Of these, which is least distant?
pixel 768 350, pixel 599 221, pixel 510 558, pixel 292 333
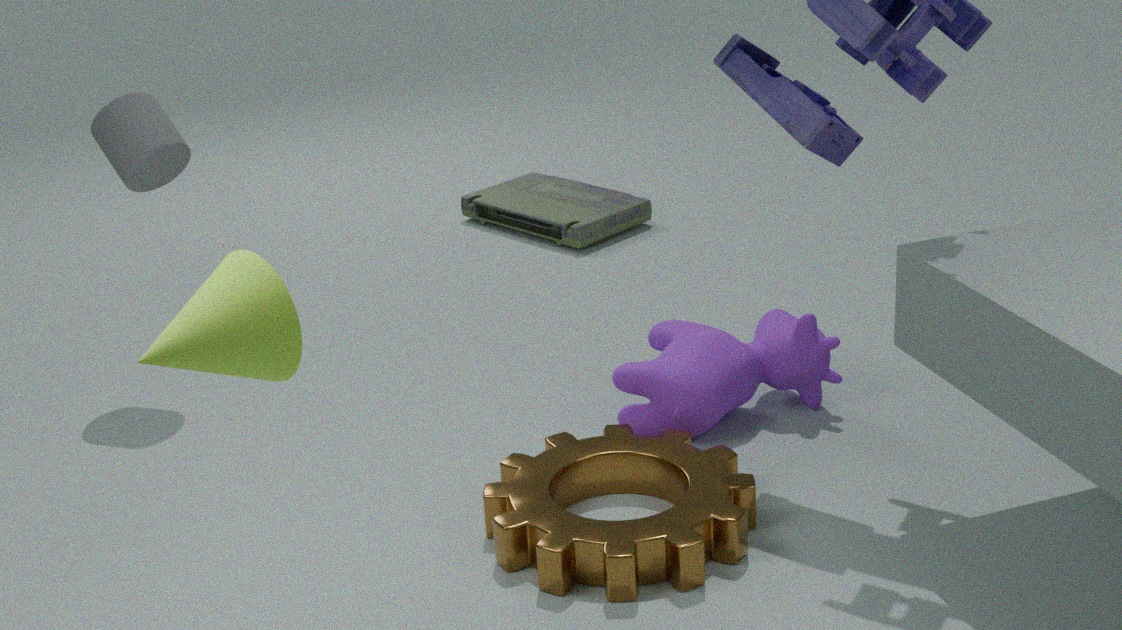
pixel 292 333
